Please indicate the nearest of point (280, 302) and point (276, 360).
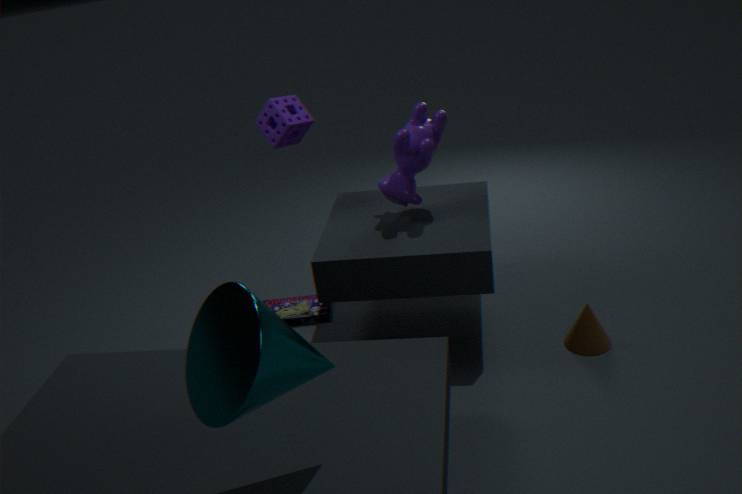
point (276, 360)
